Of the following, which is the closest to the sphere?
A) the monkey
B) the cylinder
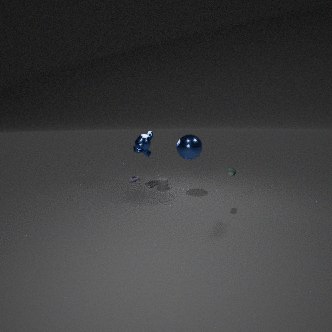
the monkey
